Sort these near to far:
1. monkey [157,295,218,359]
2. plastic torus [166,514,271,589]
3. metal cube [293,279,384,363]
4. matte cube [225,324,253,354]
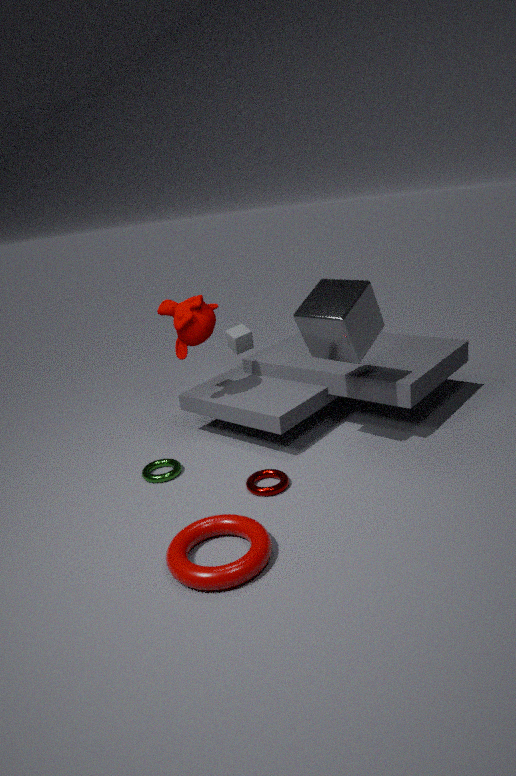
plastic torus [166,514,271,589]
metal cube [293,279,384,363]
monkey [157,295,218,359]
matte cube [225,324,253,354]
